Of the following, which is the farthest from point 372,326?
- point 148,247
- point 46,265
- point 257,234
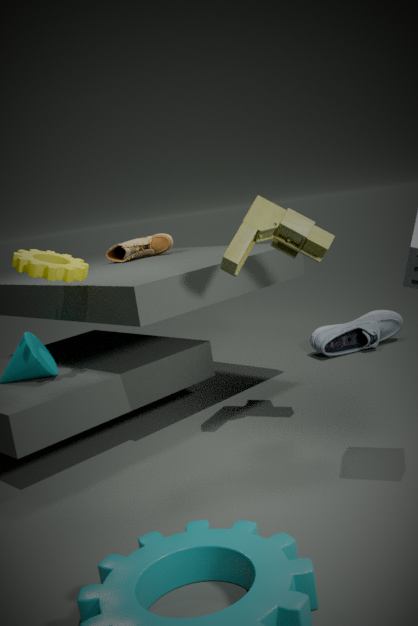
point 46,265
